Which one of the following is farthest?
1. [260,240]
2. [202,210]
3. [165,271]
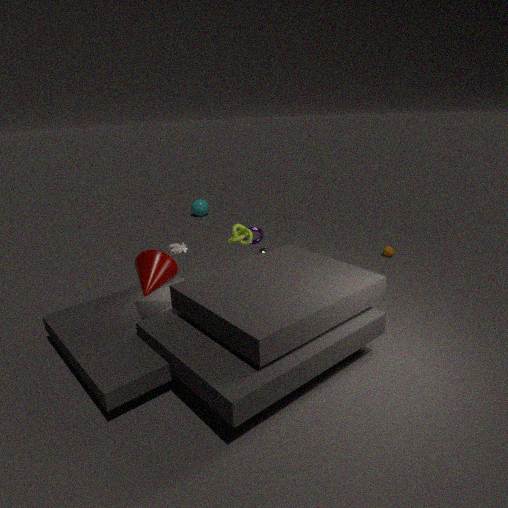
[202,210]
